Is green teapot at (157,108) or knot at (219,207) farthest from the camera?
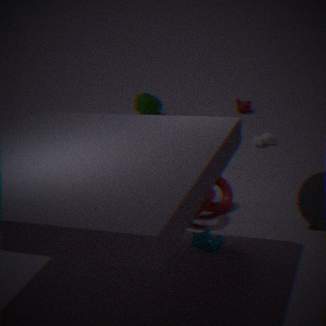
green teapot at (157,108)
